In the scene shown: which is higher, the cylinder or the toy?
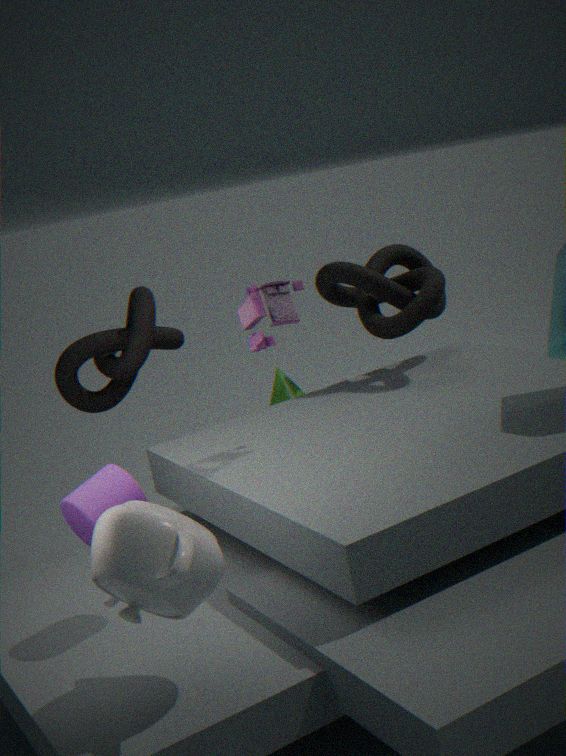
the toy
